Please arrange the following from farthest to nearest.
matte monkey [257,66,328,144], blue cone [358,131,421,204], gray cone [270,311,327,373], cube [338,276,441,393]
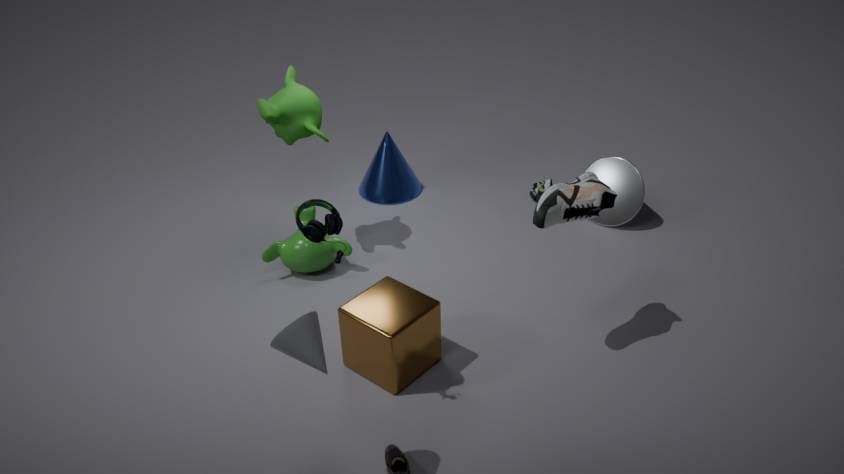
blue cone [358,131,421,204] < matte monkey [257,66,328,144] < cube [338,276,441,393] < gray cone [270,311,327,373]
